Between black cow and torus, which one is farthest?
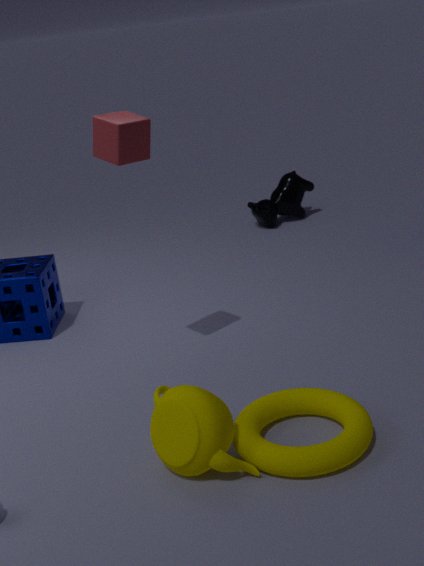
black cow
